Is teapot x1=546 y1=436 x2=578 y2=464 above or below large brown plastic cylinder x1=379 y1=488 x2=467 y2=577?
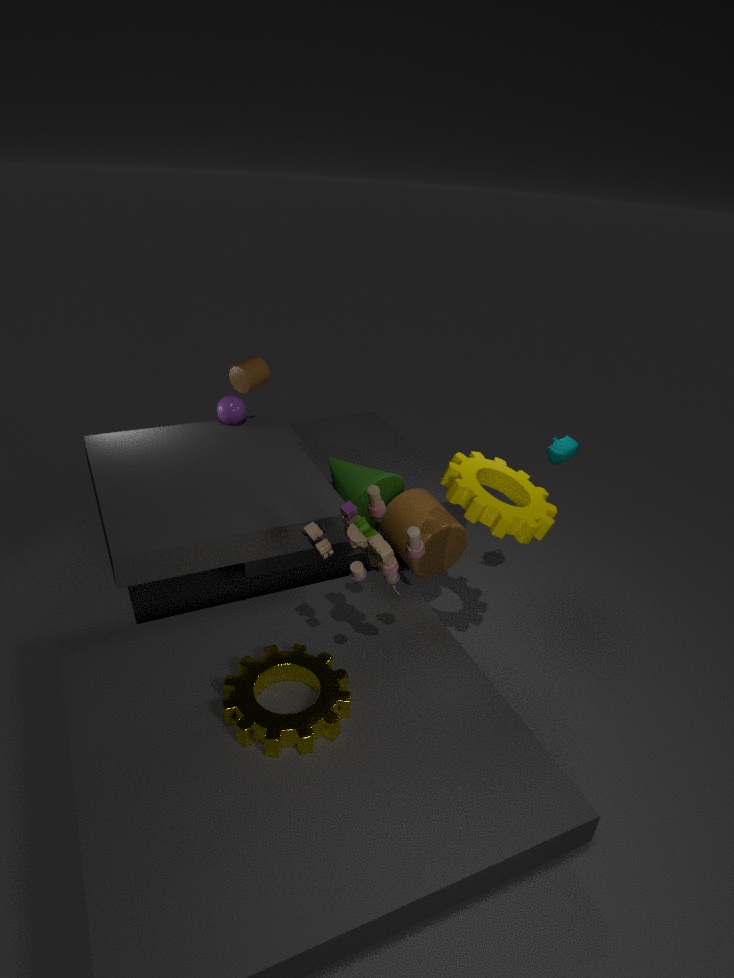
above
